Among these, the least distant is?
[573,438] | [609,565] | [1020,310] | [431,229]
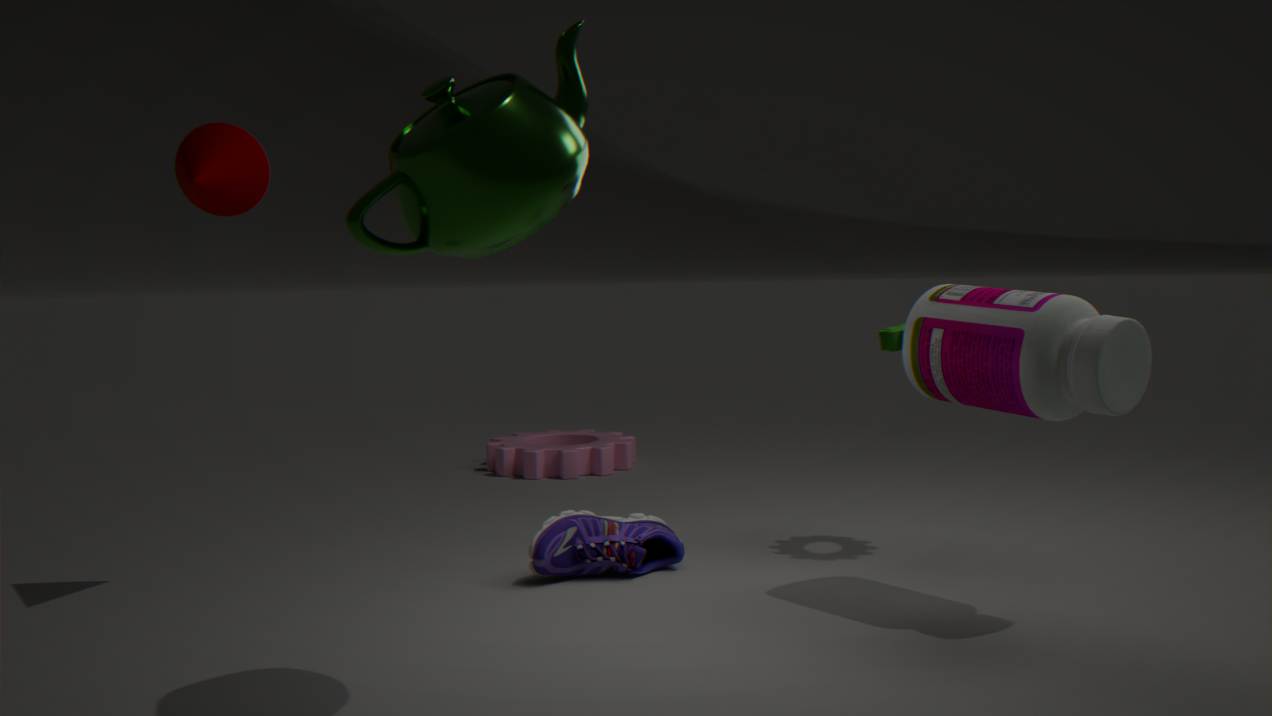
[431,229]
